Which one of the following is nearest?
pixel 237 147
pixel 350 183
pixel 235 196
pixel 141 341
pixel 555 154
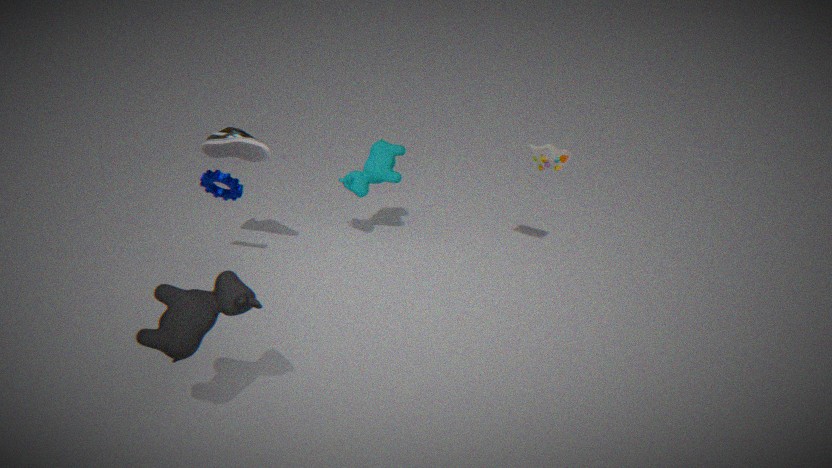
pixel 141 341
